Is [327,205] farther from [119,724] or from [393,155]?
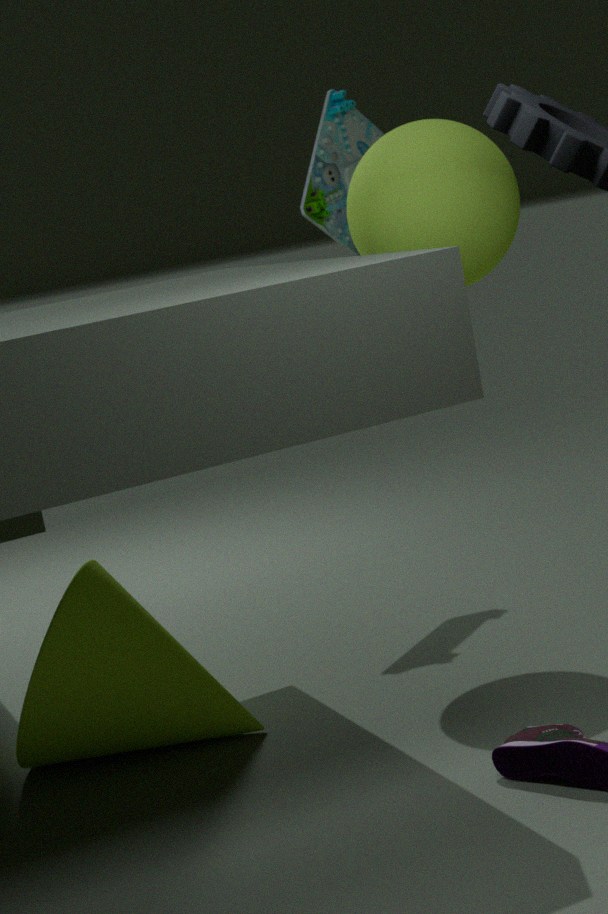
[119,724]
